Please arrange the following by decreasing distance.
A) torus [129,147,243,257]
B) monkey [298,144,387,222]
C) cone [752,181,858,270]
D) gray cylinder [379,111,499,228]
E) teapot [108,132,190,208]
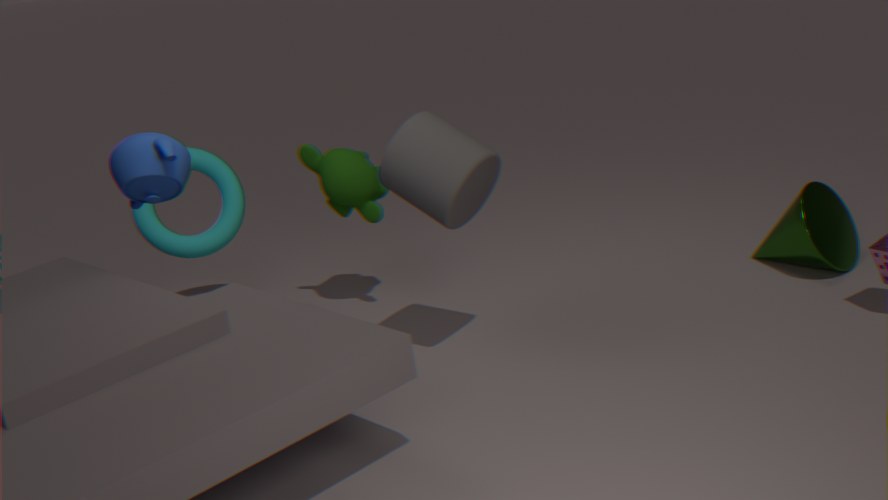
torus [129,147,243,257] < monkey [298,144,387,222] < cone [752,181,858,270] < teapot [108,132,190,208] < gray cylinder [379,111,499,228]
